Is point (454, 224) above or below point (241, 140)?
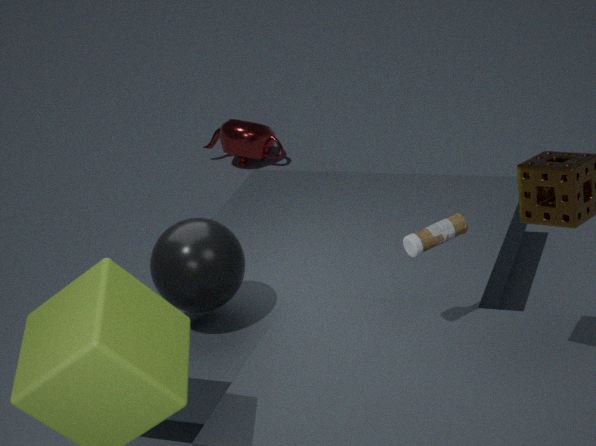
above
